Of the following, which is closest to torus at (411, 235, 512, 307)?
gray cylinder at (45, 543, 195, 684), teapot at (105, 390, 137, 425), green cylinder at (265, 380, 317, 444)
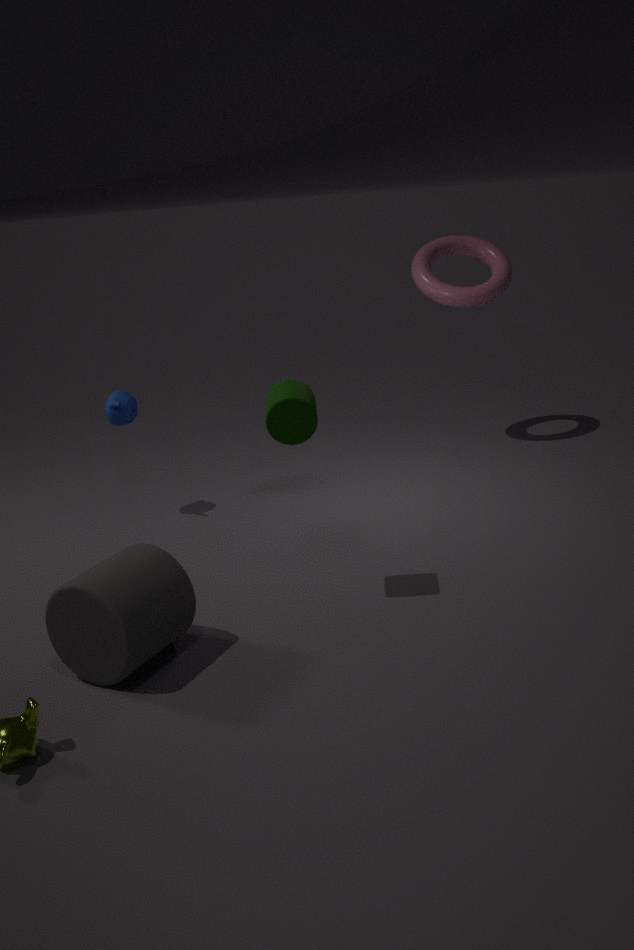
teapot at (105, 390, 137, 425)
